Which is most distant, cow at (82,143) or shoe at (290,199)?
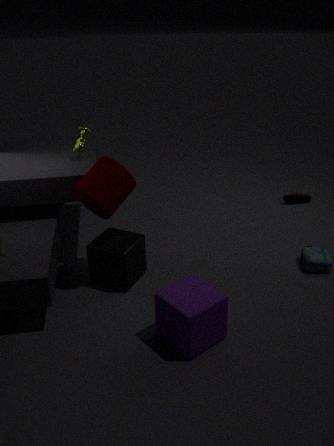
shoe at (290,199)
